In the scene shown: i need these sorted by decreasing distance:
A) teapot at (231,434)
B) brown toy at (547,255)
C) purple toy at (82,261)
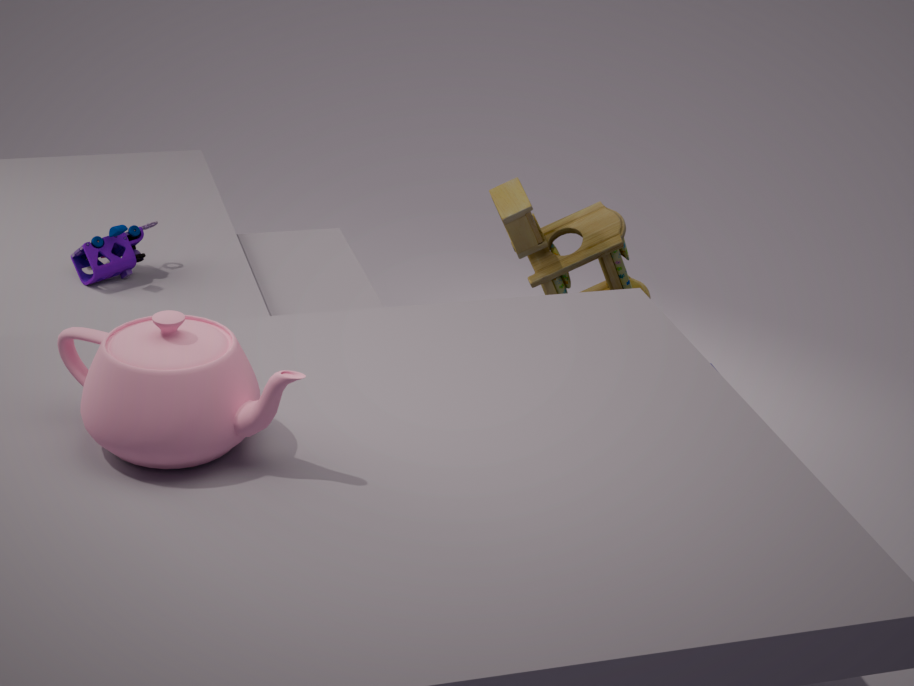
brown toy at (547,255) < purple toy at (82,261) < teapot at (231,434)
